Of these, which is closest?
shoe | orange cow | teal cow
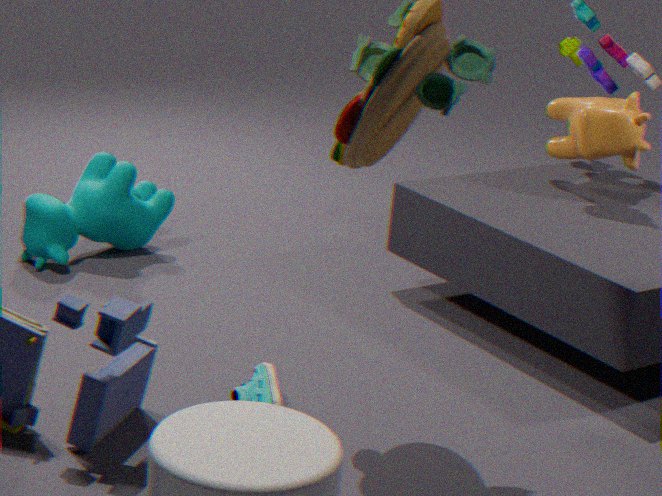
shoe
